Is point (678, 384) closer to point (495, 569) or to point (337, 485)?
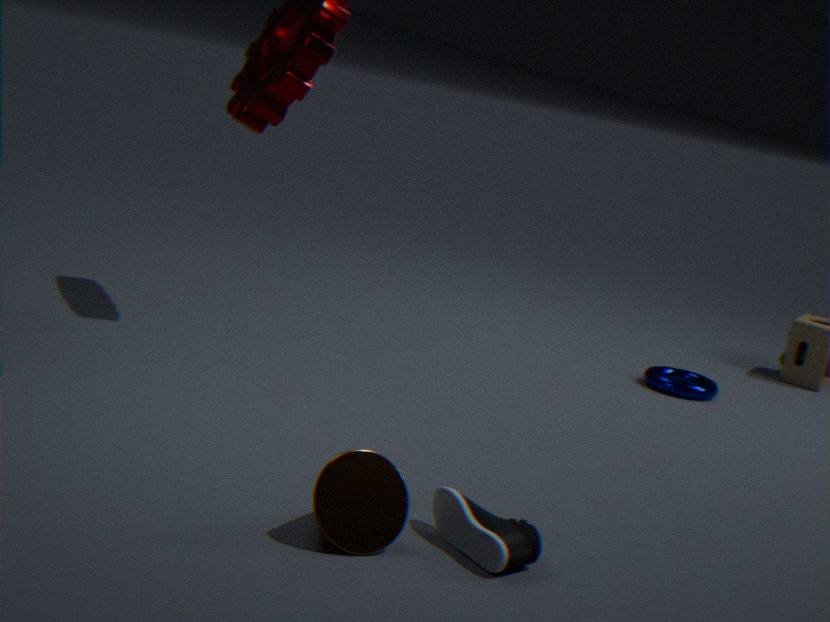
point (495, 569)
